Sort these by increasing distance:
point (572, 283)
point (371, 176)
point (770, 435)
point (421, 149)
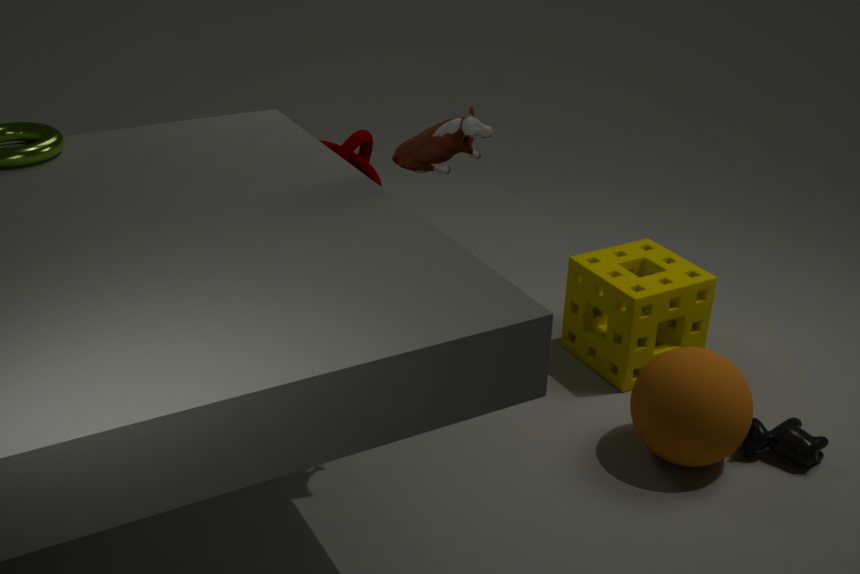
point (421, 149)
point (770, 435)
point (371, 176)
point (572, 283)
